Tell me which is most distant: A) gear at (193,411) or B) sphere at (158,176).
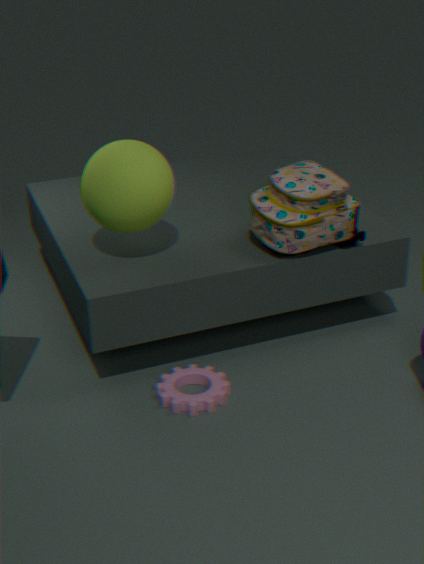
A. gear at (193,411)
